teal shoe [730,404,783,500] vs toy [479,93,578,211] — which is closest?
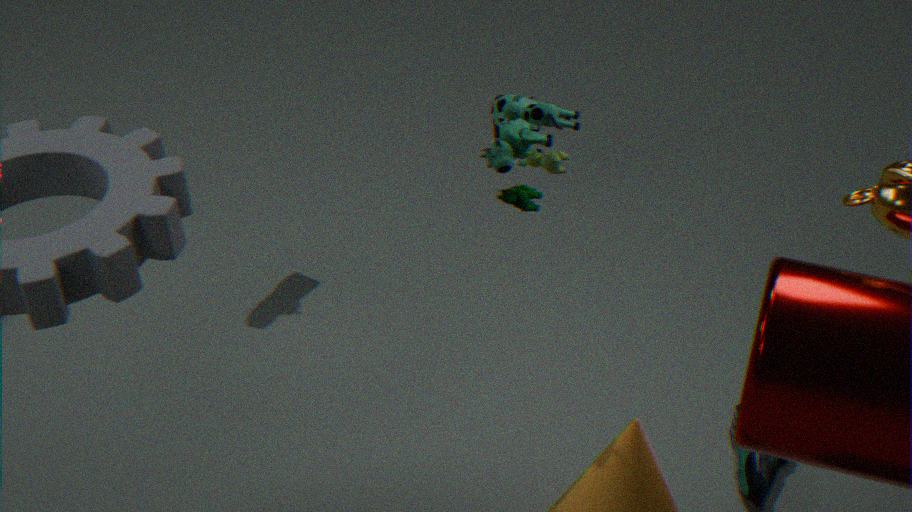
toy [479,93,578,211]
